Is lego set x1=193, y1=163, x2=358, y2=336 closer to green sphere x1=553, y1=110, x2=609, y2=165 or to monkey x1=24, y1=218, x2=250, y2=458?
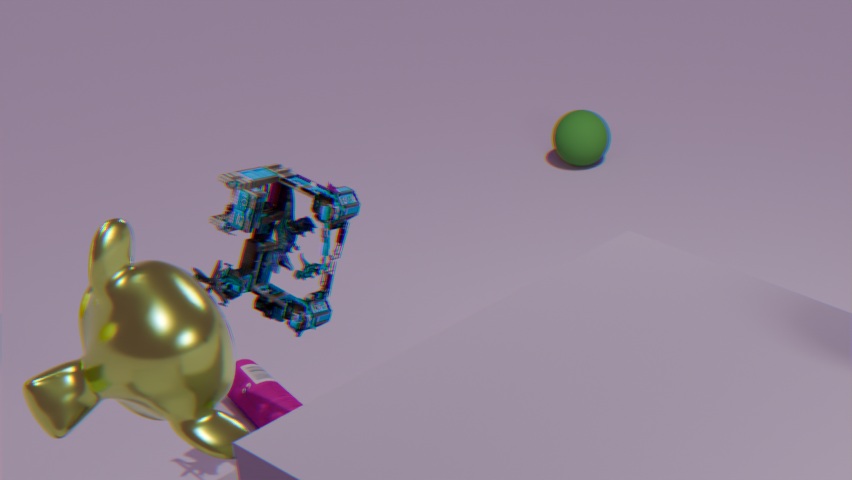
monkey x1=24, y1=218, x2=250, y2=458
